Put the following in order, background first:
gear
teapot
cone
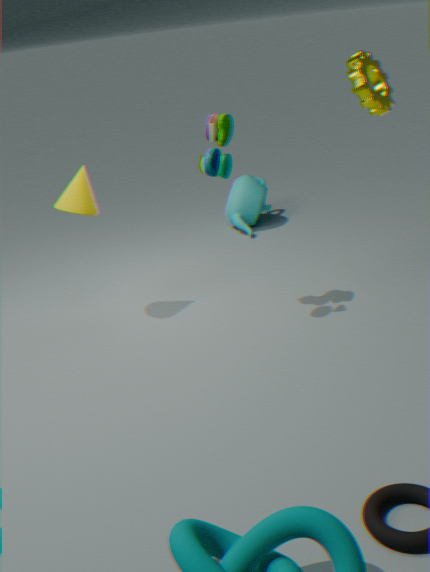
teapot, cone, gear
